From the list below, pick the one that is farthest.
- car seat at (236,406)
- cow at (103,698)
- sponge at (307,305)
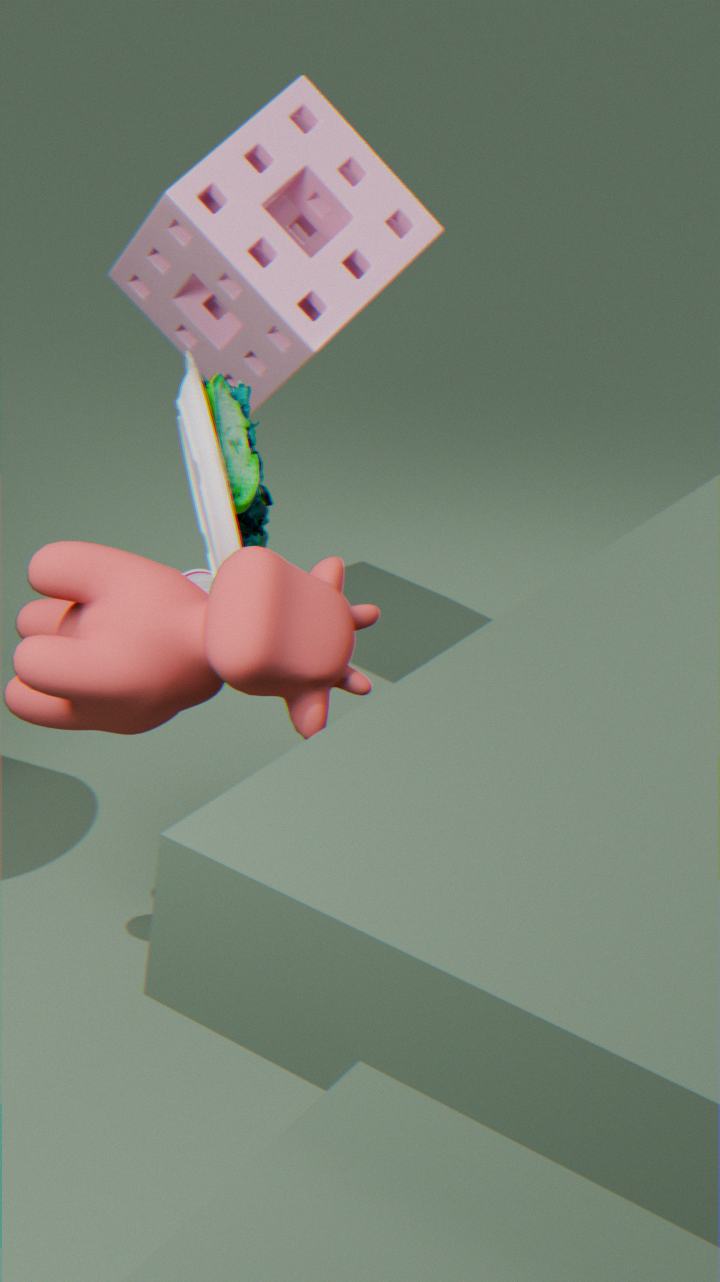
sponge at (307,305)
